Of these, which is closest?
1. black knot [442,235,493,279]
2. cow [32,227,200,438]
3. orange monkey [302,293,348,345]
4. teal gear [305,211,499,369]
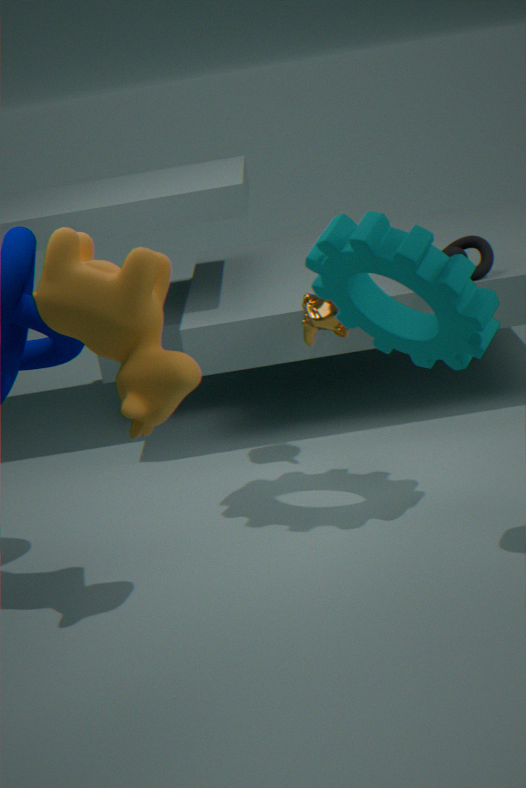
cow [32,227,200,438]
